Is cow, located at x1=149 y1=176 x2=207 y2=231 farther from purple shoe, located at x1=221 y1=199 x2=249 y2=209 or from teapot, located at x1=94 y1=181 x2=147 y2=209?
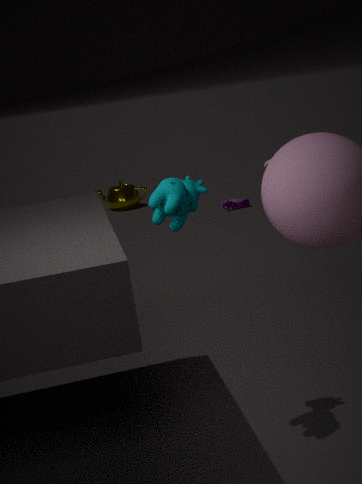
teapot, located at x1=94 y1=181 x2=147 y2=209
